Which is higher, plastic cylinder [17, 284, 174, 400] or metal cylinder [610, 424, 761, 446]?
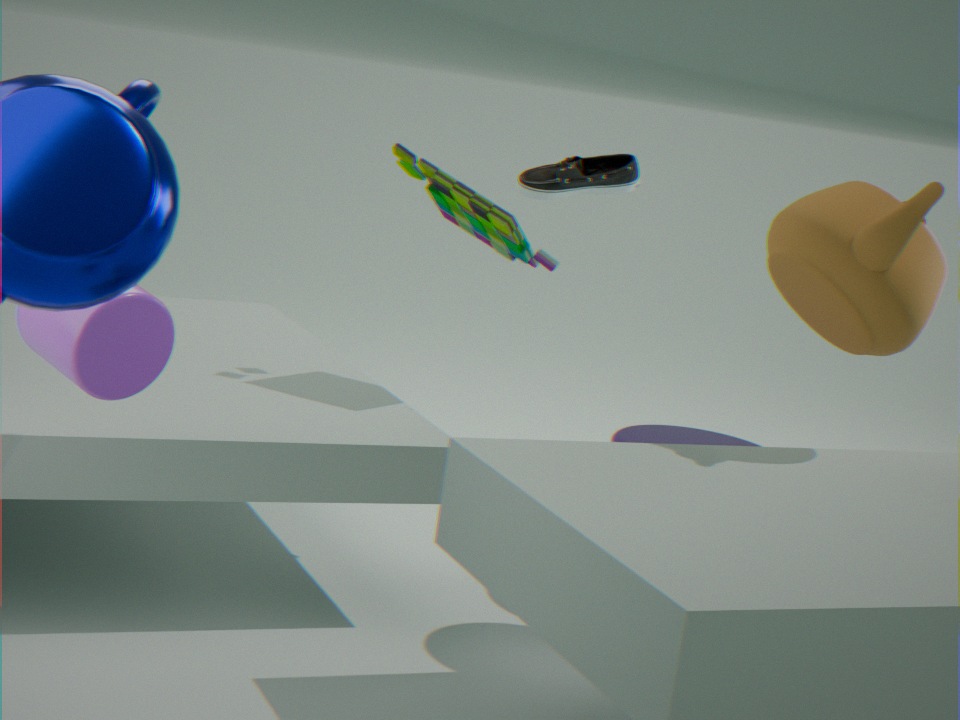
plastic cylinder [17, 284, 174, 400]
